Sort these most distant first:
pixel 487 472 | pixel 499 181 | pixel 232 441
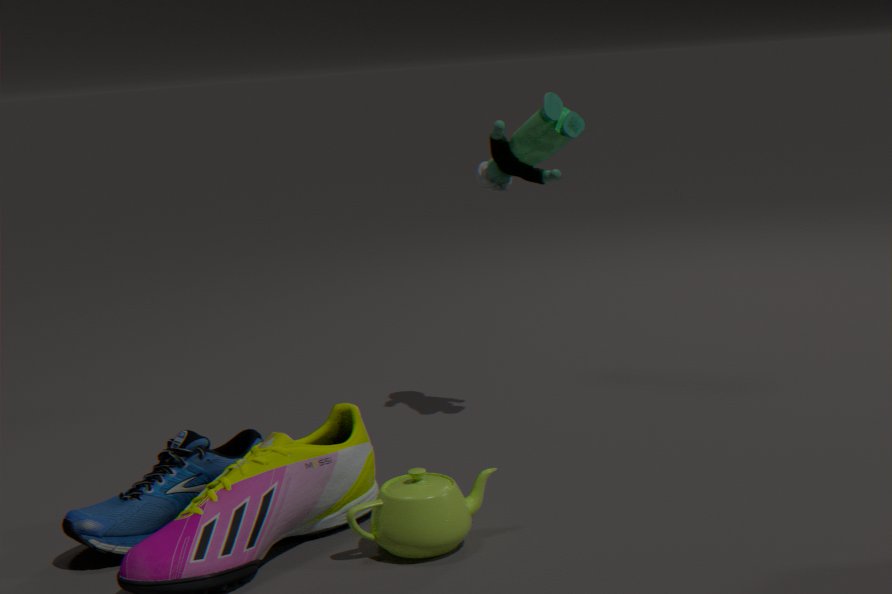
pixel 499 181
pixel 232 441
pixel 487 472
